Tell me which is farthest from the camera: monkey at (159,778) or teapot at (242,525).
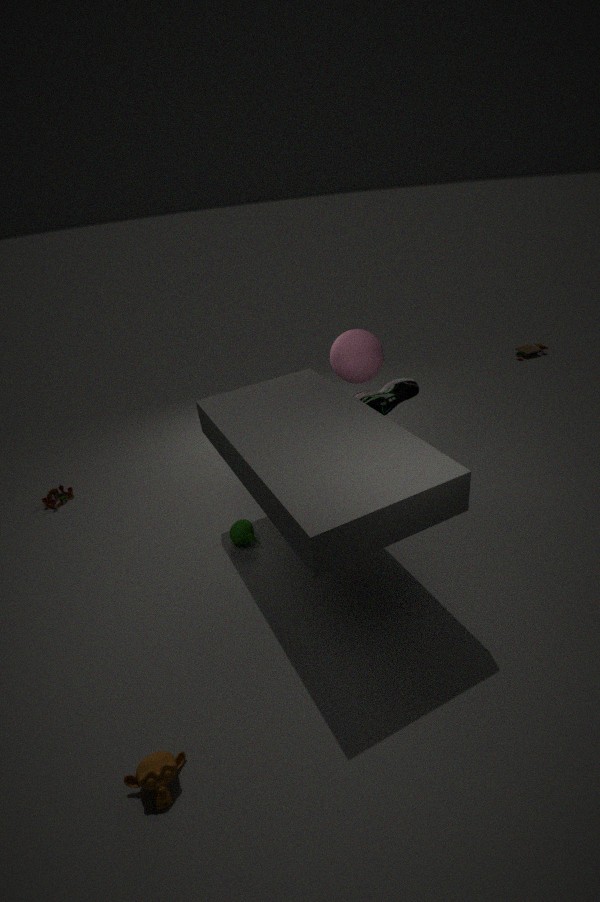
teapot at (242,525)
